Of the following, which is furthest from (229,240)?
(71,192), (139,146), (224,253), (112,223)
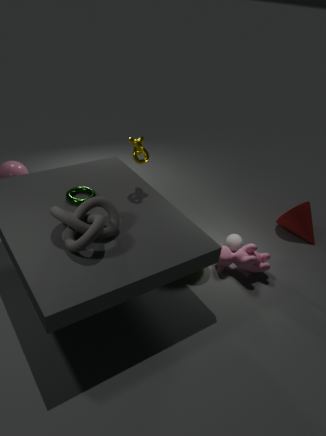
(112,223)
